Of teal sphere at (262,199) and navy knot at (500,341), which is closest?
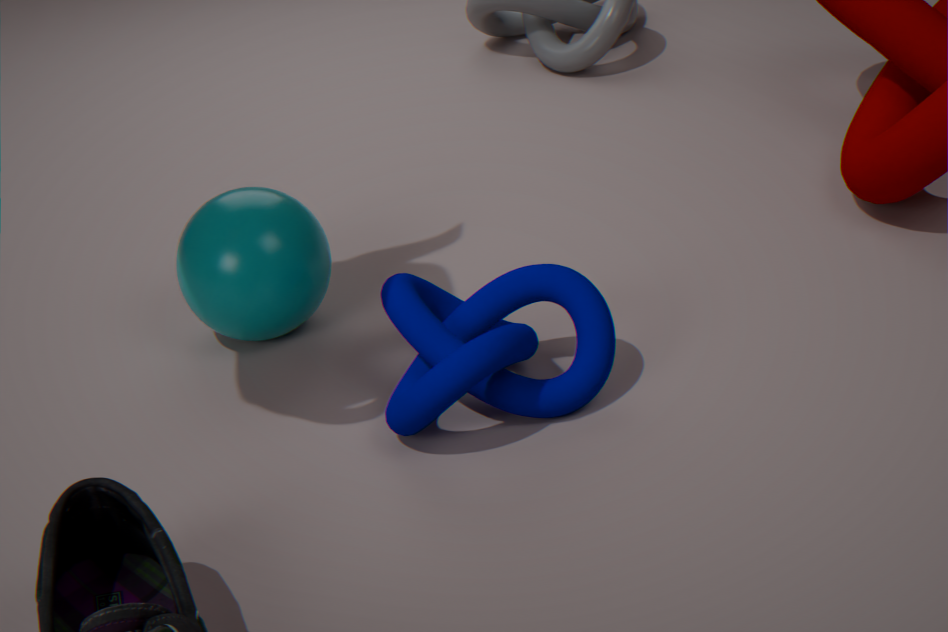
navy knot at (500,341)
